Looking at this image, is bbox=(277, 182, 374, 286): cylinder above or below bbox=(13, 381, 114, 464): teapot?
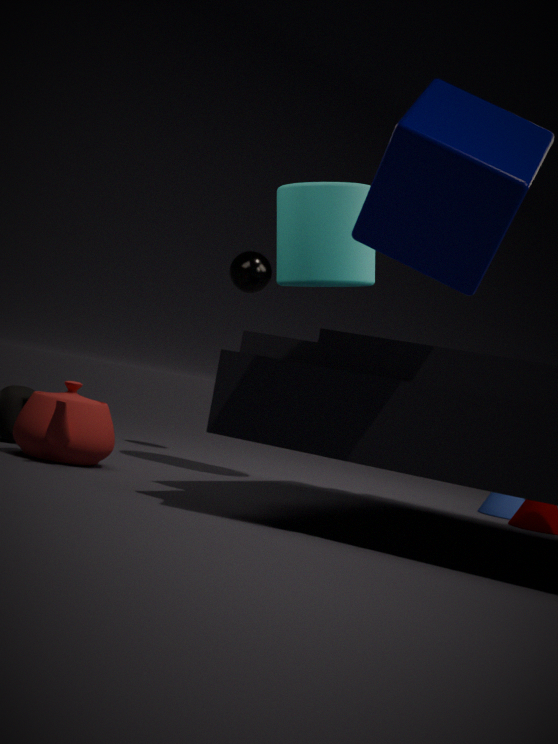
above
